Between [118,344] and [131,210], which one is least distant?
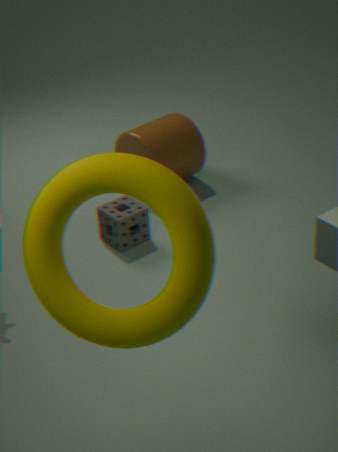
[118,344]
